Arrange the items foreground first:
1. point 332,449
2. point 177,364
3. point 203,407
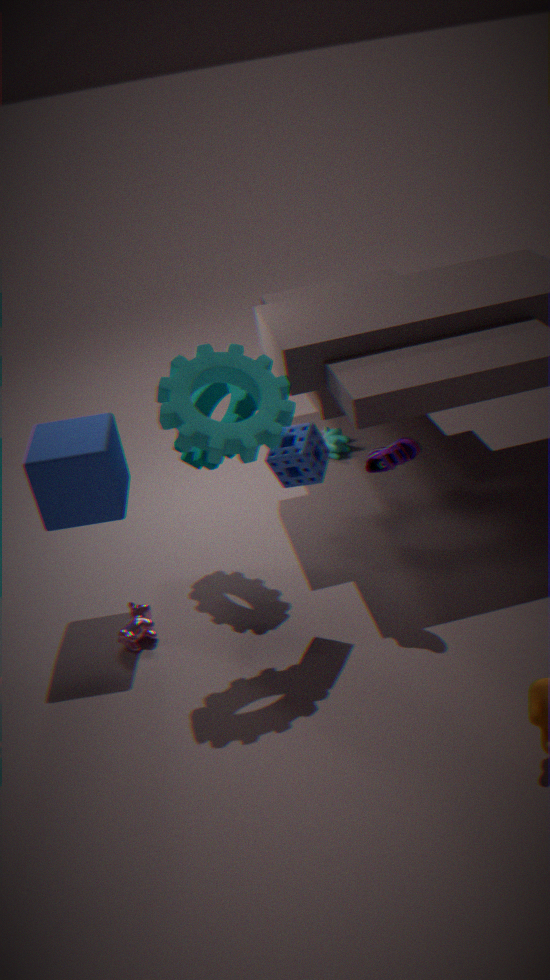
point 177,364 → point 203,407 → point 332,449
